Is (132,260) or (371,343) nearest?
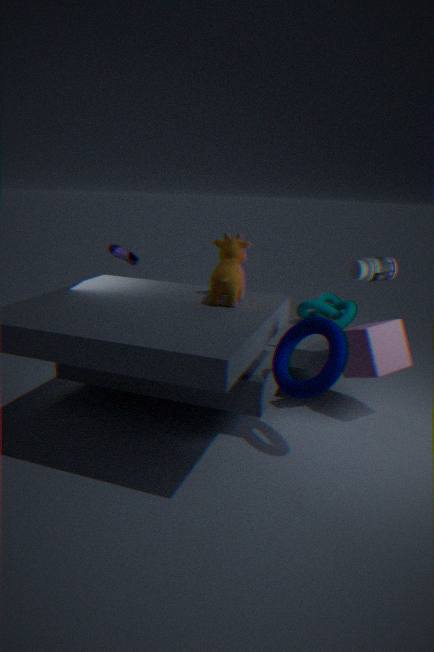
(371,343)
